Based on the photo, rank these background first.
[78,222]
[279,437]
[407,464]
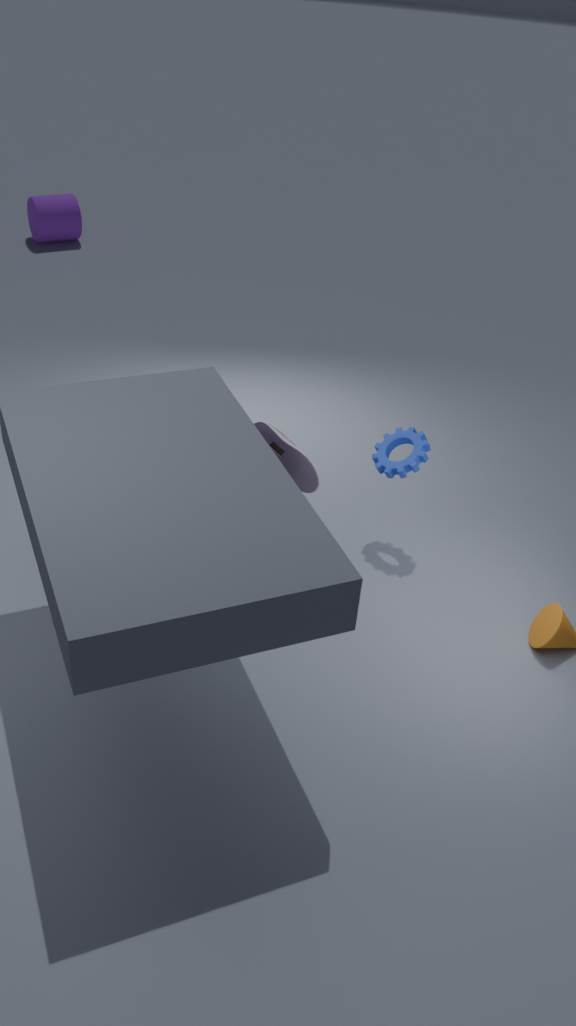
[78,222] → [407,464] → [279,437]
